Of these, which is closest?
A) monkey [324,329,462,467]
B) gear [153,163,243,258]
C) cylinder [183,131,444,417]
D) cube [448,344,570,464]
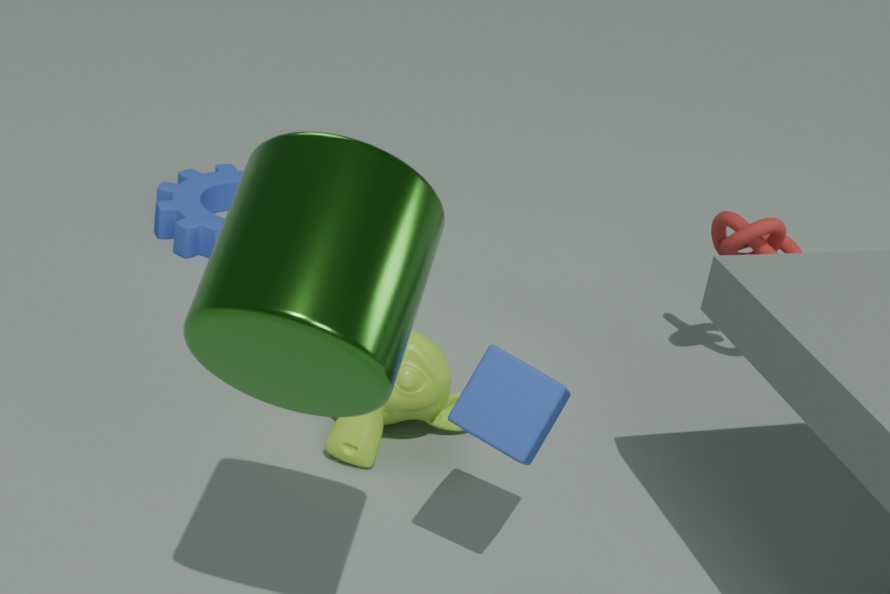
cylinder [183,131,444,417]
